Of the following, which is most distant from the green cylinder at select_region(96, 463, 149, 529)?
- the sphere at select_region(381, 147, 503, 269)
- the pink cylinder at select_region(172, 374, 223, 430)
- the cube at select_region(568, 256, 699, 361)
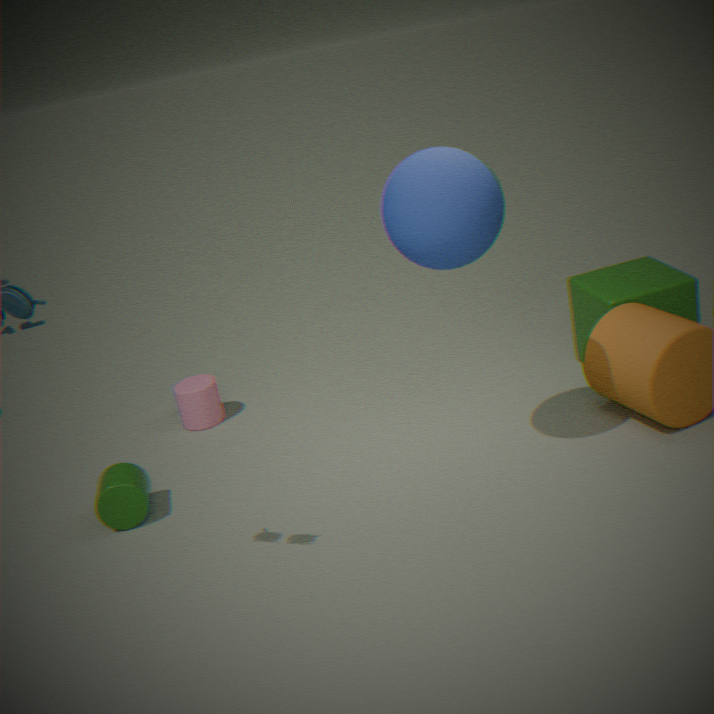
the cube at select_region(568, 256, 699, 361)
